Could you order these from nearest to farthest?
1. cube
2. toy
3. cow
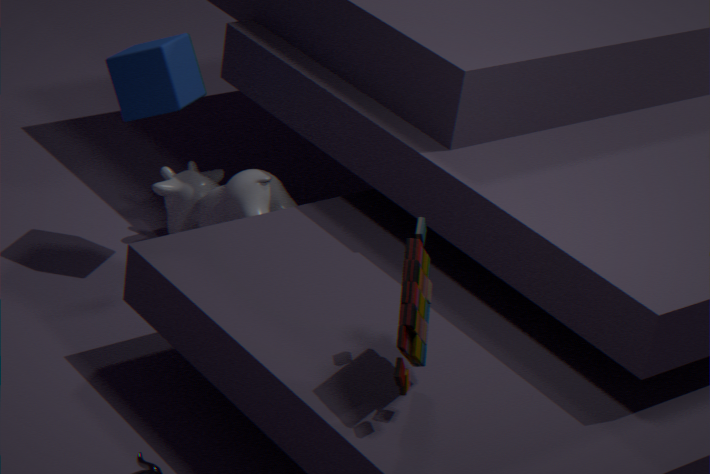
toy, cube, cow
